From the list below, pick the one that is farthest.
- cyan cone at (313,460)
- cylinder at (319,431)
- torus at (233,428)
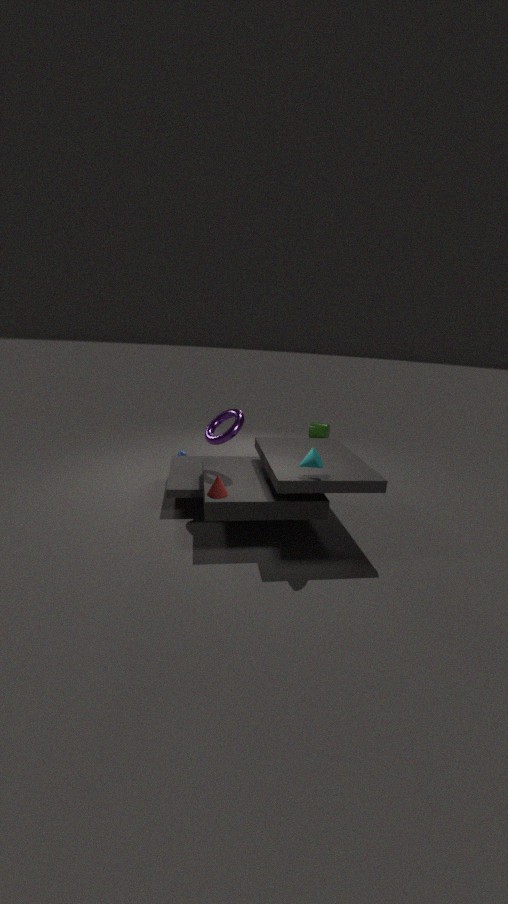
cylinder at (319,431)
